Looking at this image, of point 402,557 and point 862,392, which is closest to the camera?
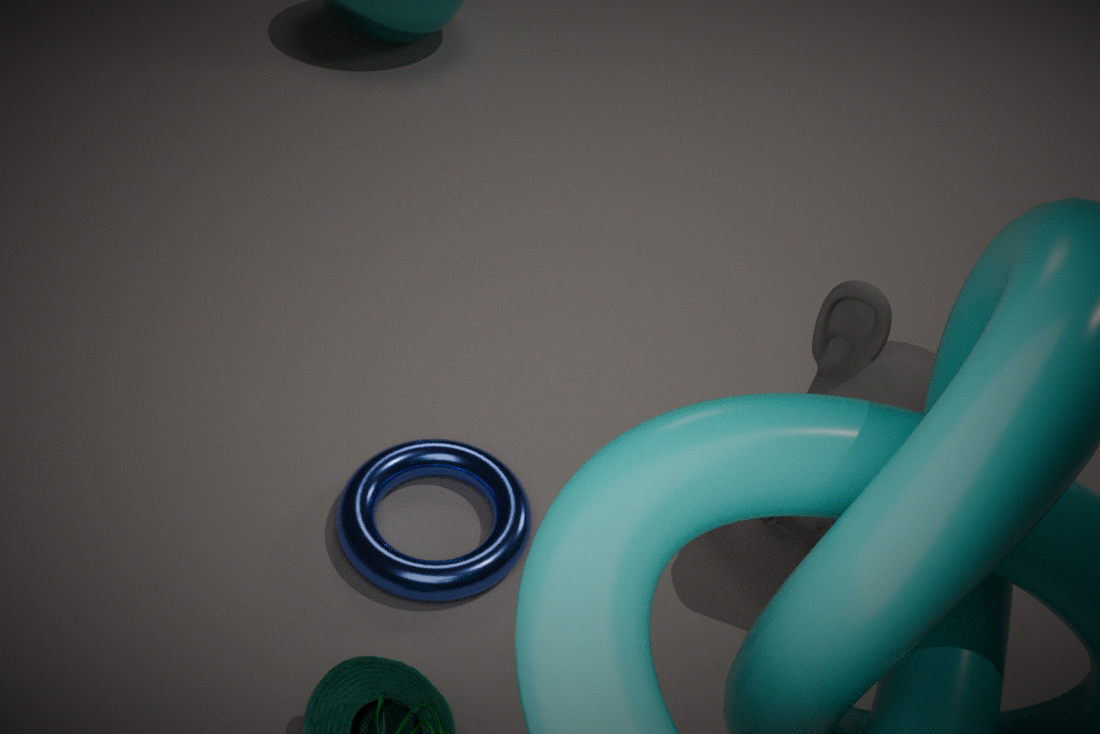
point 862,392
